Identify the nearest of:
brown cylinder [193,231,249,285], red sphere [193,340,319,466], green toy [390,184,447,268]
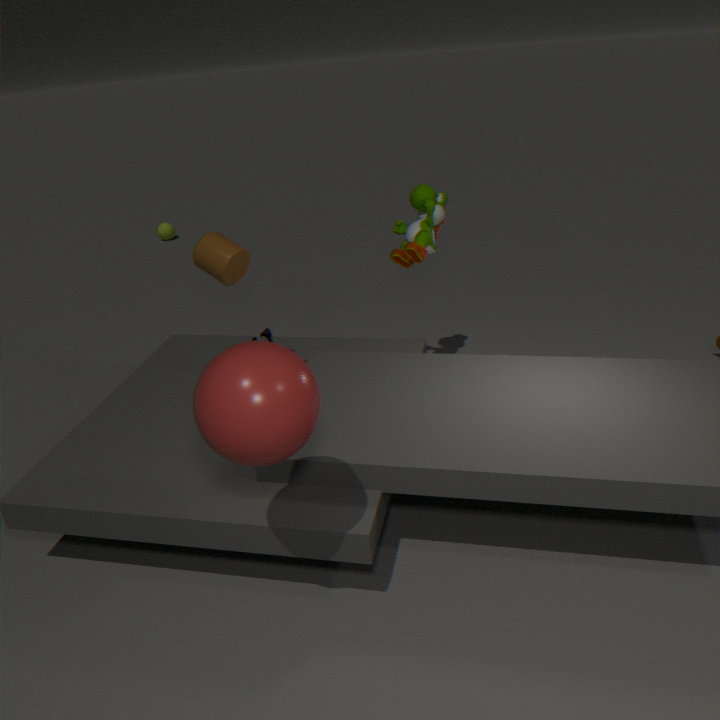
red sphere [193,340,319,466]
